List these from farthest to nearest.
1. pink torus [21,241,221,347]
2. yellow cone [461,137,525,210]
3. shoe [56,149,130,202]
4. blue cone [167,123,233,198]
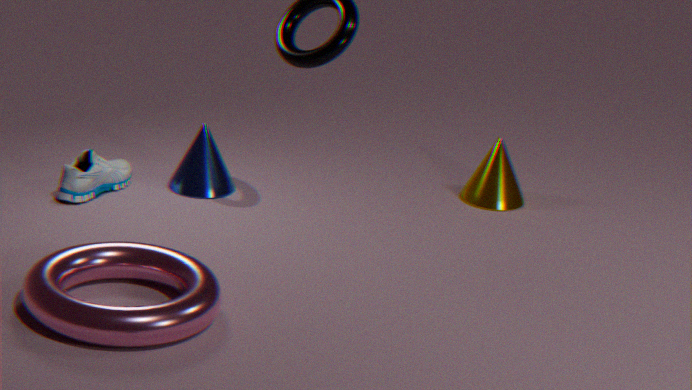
yellow cone [461,137,525,210] → blue cone [167,123,233,198] → shoe [56,149,130,202] → pink torus [21,241,221,347]
